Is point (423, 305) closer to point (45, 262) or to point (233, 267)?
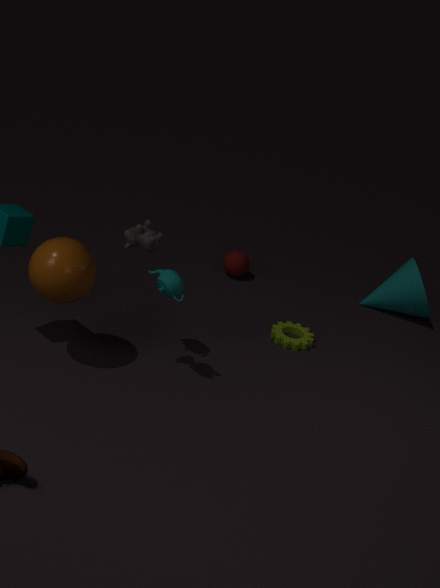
point (233, 267)
